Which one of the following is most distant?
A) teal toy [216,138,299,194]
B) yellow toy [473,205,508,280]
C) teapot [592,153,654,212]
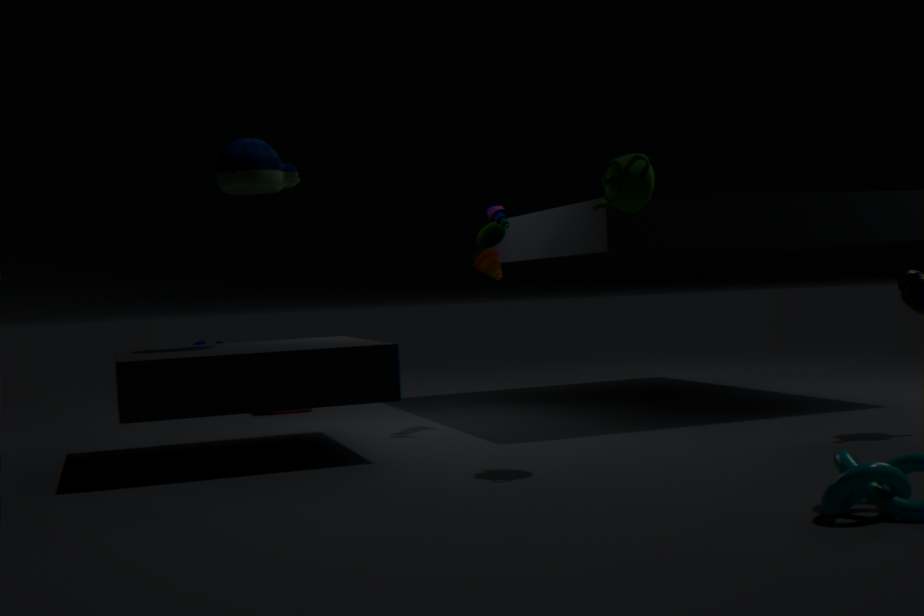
yellow toy [473,205,508,280]
